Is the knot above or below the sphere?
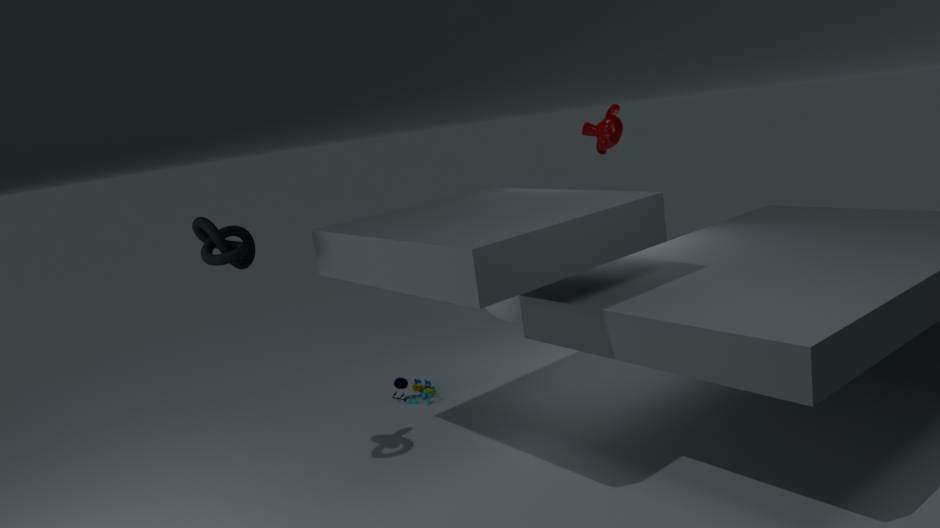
above
